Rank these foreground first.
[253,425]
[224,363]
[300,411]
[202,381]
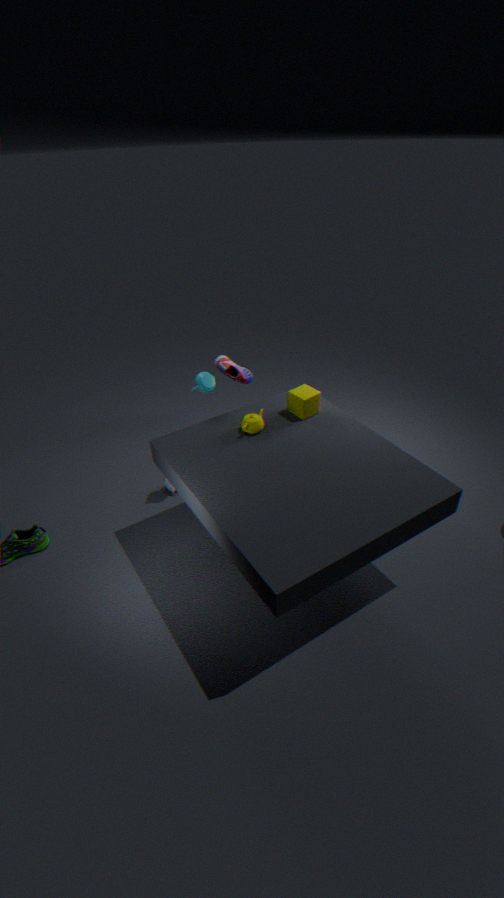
[253,425] < [300,411] < [202,381] < [224,363]
